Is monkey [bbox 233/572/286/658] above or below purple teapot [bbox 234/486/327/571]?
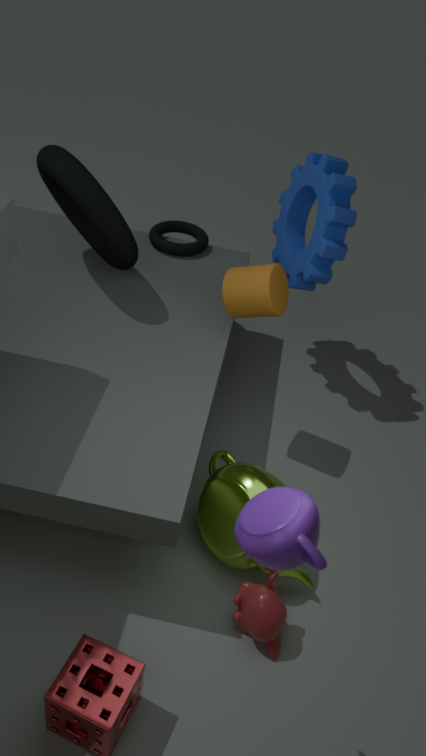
below
